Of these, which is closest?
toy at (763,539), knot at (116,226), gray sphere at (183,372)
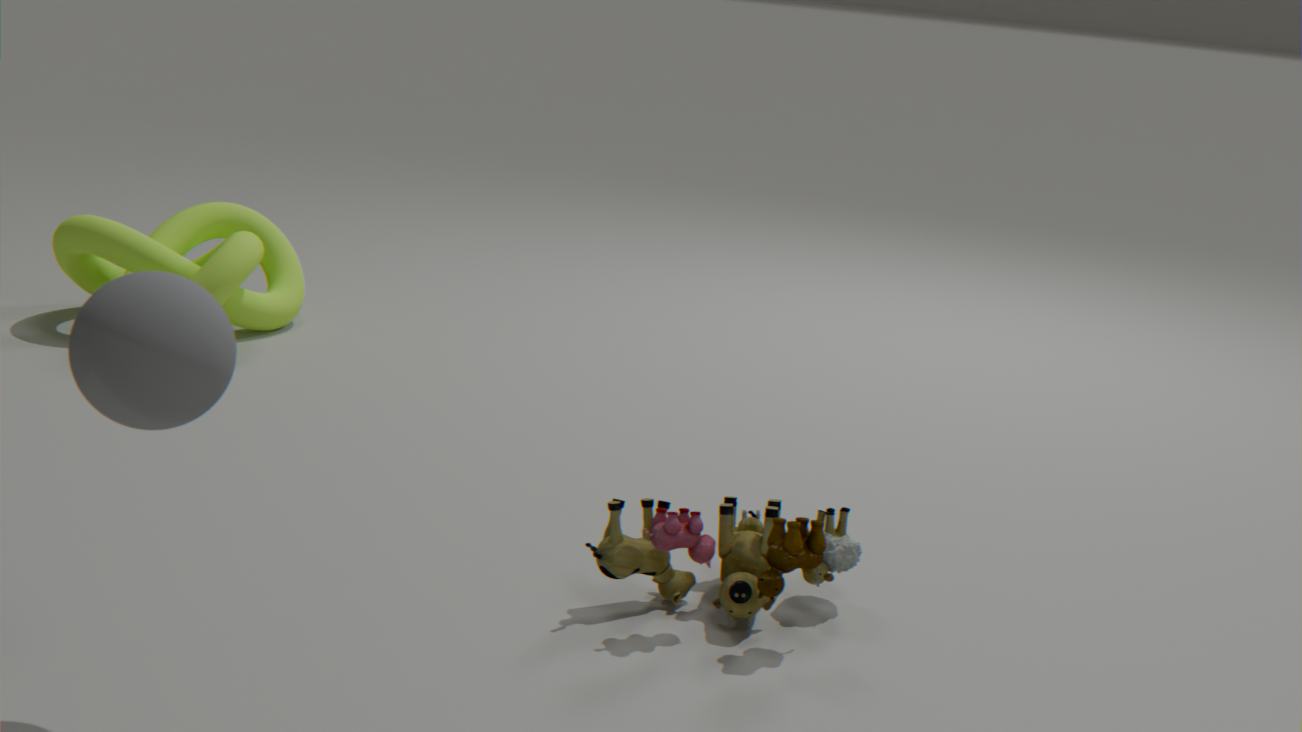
gray sphere at (183,372)
